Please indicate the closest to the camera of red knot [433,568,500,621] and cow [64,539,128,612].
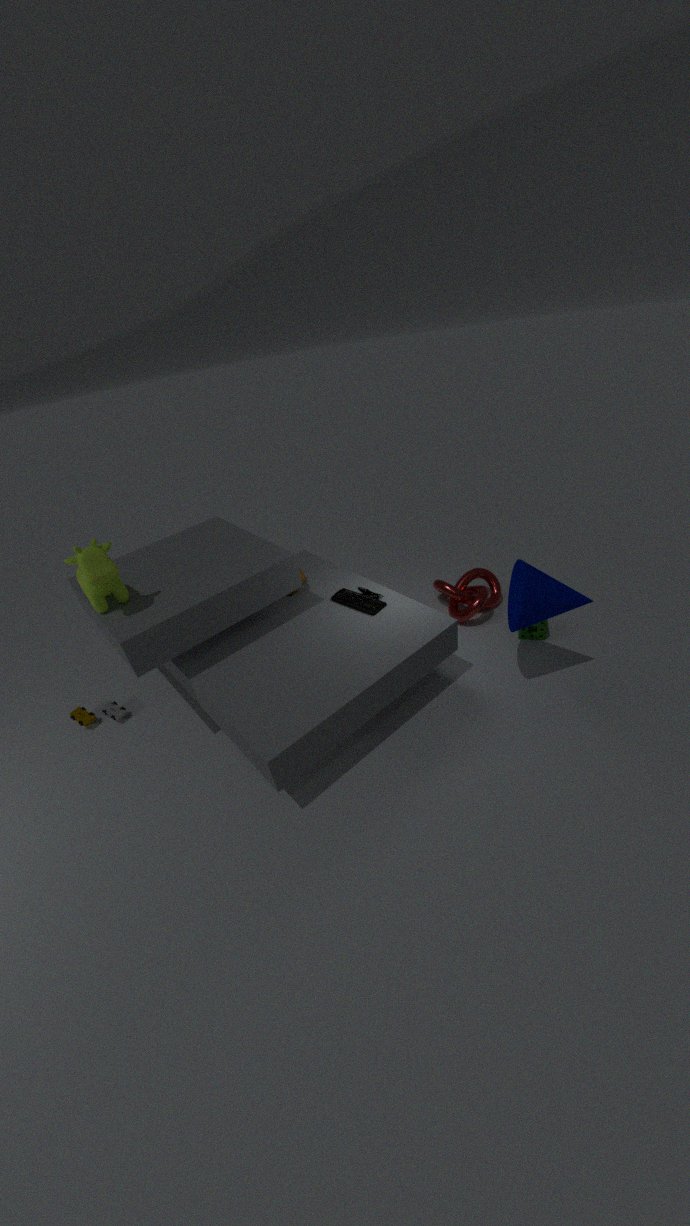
cow [64,539,128,612]
